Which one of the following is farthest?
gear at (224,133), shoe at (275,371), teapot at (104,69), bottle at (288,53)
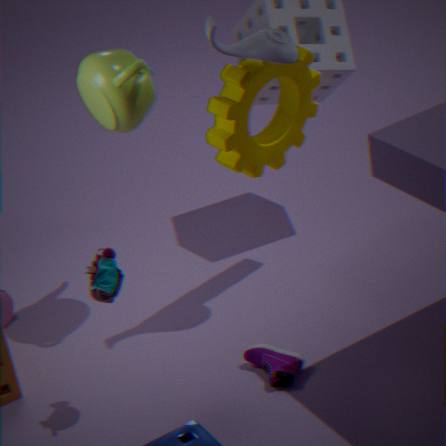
gear at (224,133)
